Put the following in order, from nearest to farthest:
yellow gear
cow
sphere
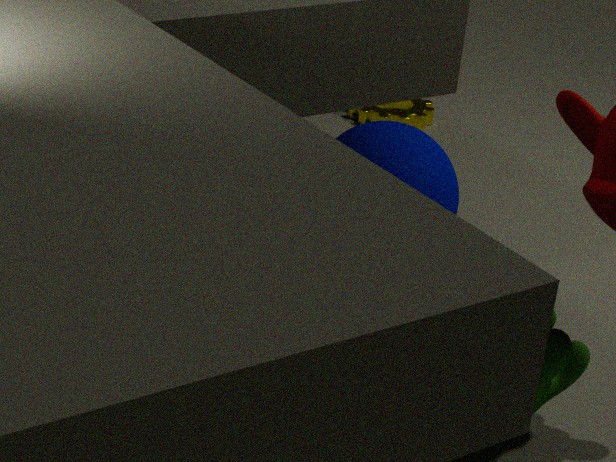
cow → sphere → yellow gear
